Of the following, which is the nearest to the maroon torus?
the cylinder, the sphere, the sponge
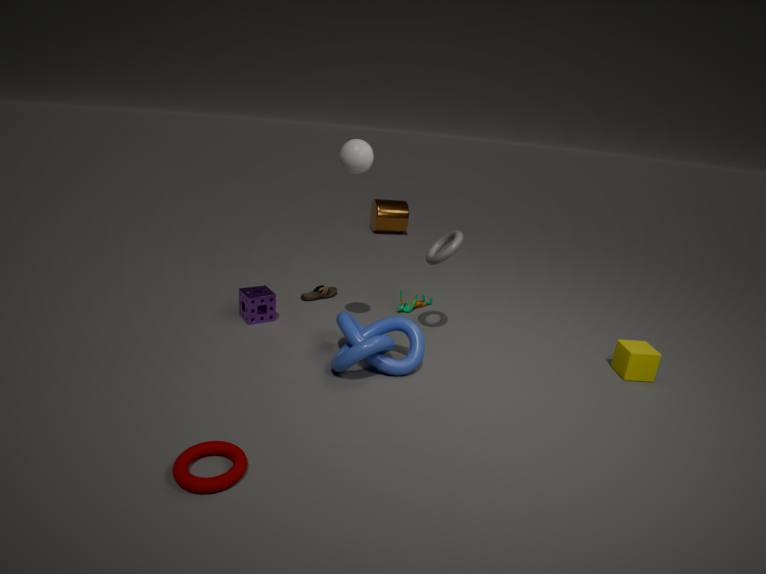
the sponge
